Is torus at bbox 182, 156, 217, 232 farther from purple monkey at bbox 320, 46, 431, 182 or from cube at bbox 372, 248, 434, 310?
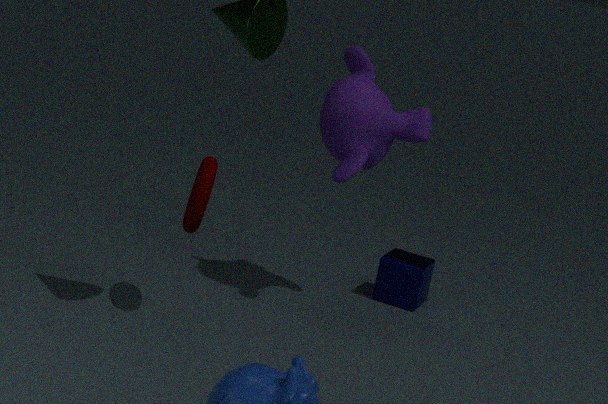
cube at bbox 372, 248, 434, 310
